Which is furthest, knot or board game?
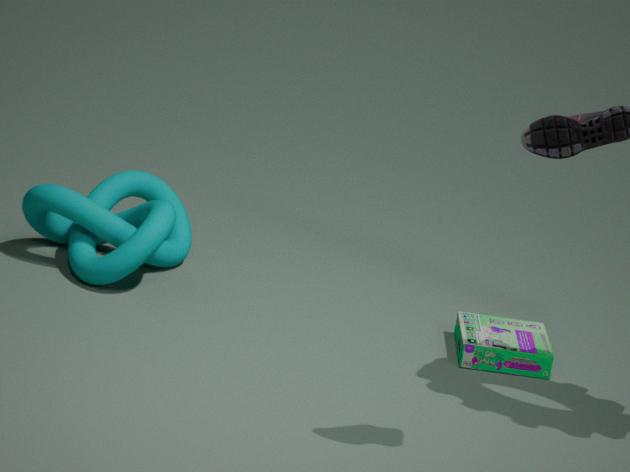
knot
